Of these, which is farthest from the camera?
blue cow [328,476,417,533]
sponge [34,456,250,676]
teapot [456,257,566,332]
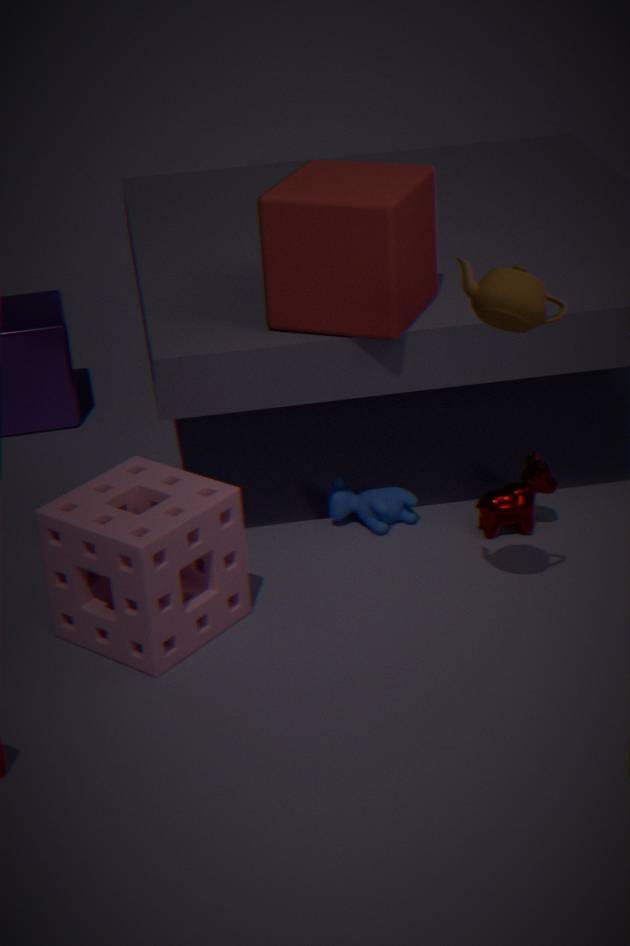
blue cow [328,476,417,533]
